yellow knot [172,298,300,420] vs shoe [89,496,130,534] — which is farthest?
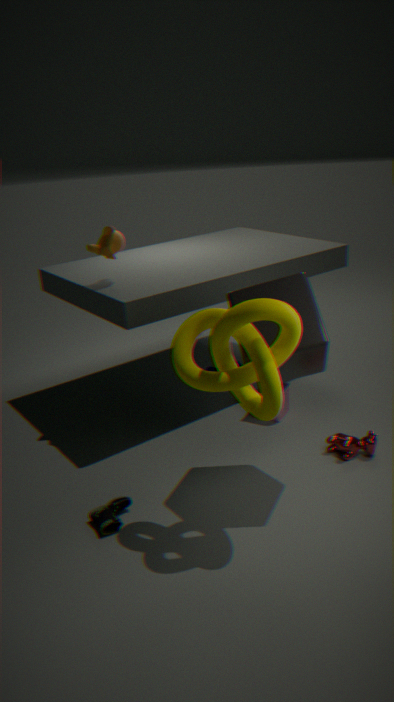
shoe [89,496,130,534]
